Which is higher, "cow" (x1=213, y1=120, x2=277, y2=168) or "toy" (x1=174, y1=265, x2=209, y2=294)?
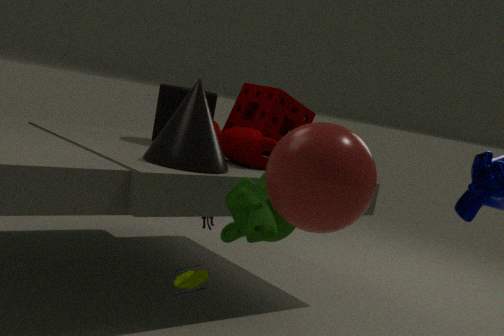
"cow" (x1=213, y1=120, x2=277, y2=168)
